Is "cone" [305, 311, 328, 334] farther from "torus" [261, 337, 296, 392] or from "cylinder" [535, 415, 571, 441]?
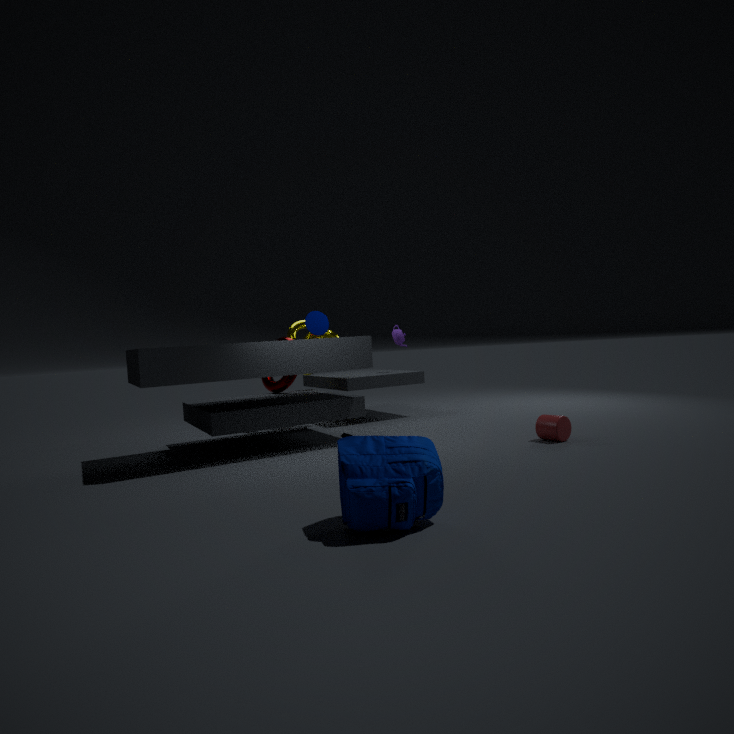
"cylinder" [535, 415, 571, 441]
